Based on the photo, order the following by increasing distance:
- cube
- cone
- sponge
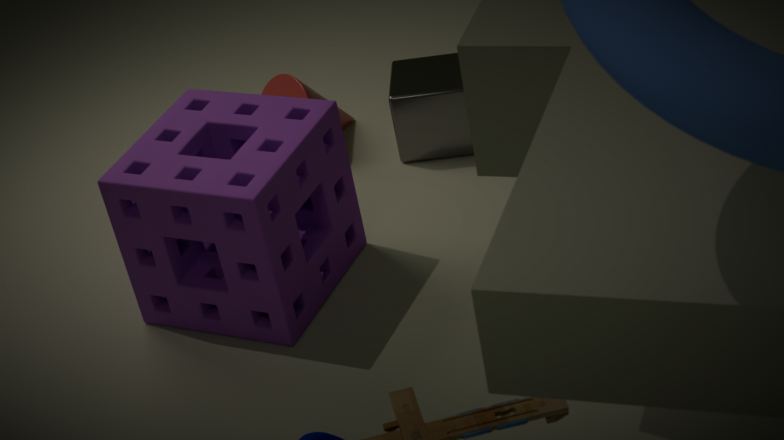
sponge
cube
cone
